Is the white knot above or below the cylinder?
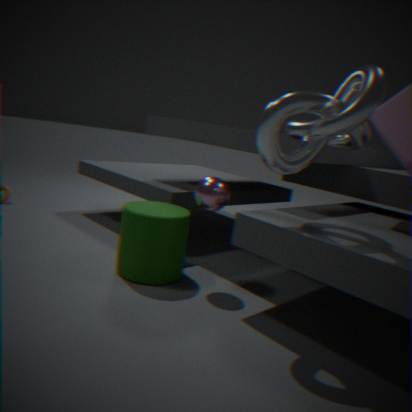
above
